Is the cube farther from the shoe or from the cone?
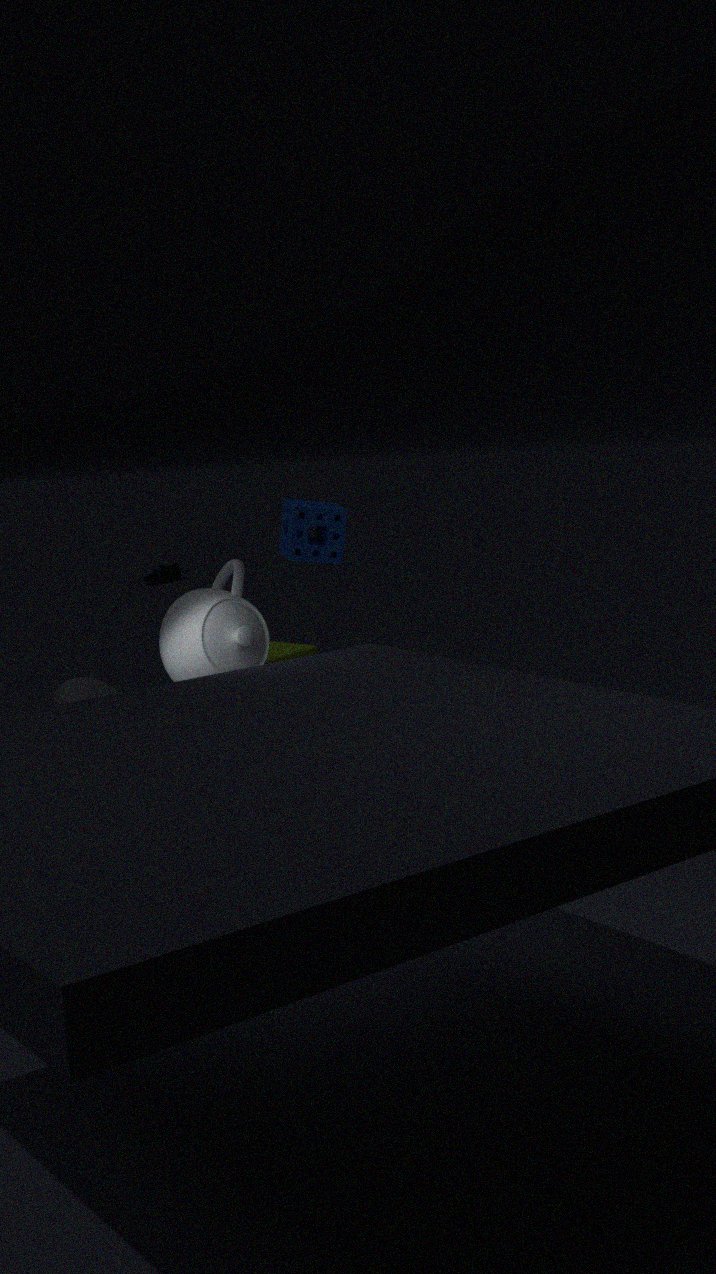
the shoe
